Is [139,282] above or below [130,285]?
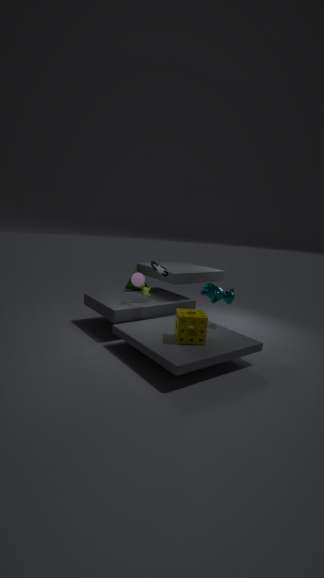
above
